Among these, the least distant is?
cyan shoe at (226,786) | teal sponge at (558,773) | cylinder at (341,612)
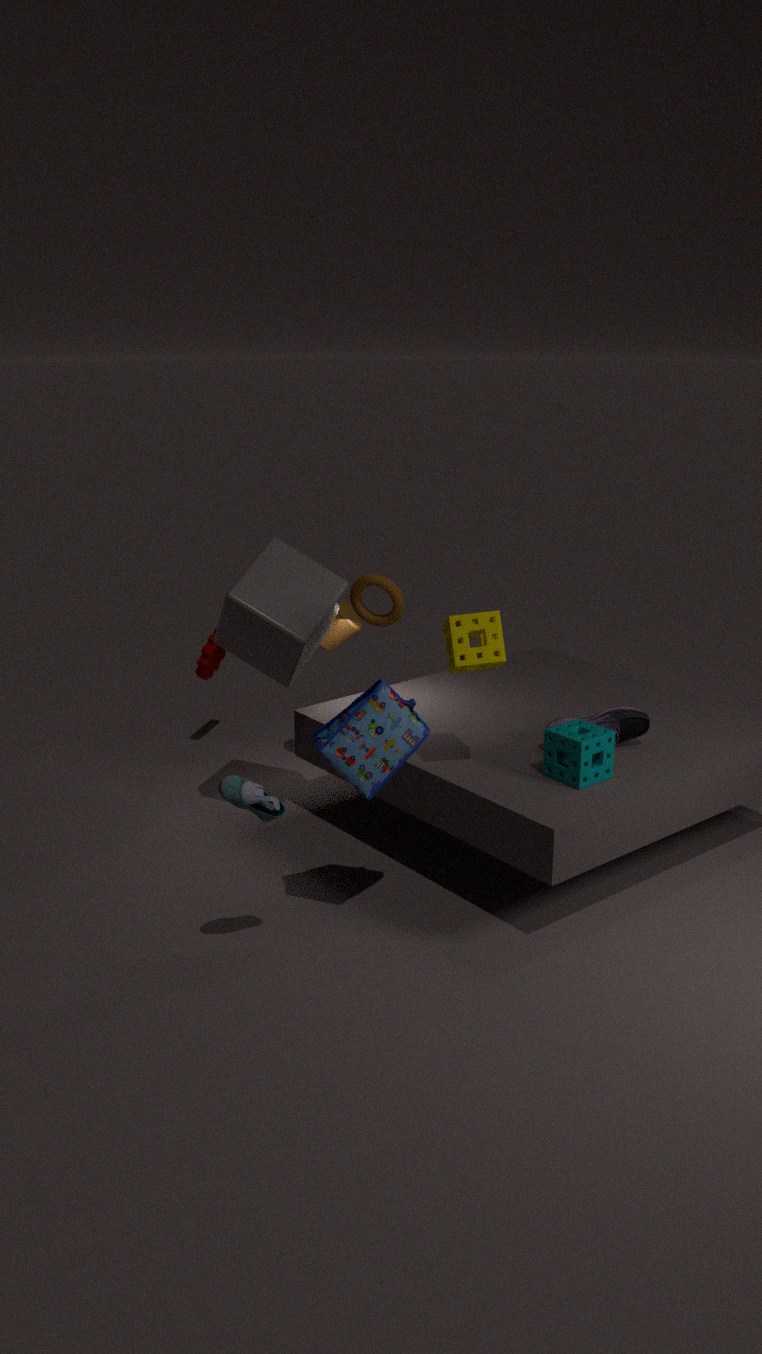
cyan shoe at (226,786)
